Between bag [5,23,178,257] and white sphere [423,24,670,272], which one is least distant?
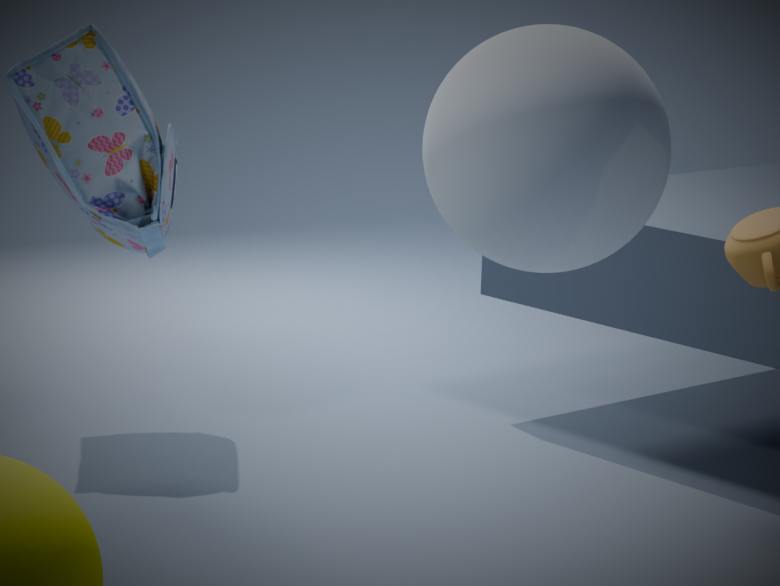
white sphere [423,24,670,272]
